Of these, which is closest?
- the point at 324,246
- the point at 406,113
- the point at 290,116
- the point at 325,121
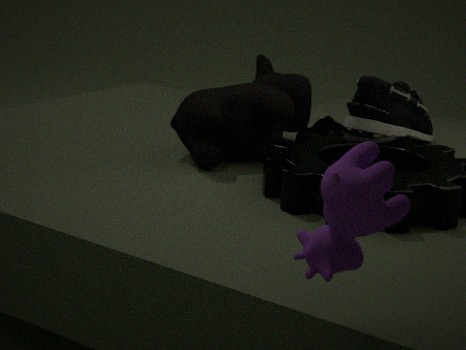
the point at 324,246
